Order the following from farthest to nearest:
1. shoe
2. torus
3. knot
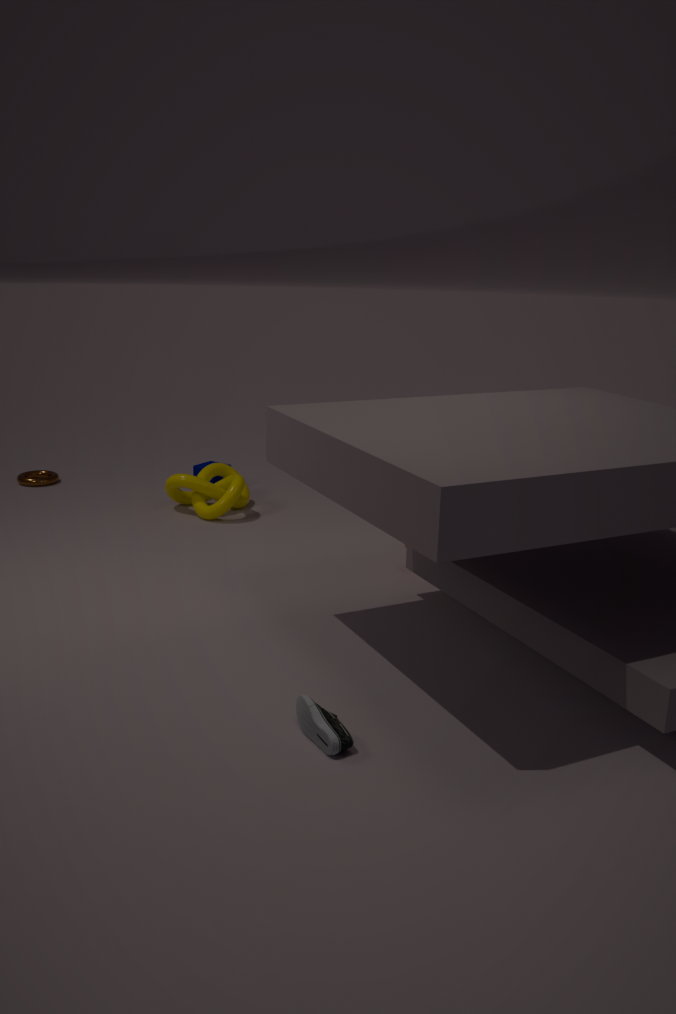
torus → knot → shoe
